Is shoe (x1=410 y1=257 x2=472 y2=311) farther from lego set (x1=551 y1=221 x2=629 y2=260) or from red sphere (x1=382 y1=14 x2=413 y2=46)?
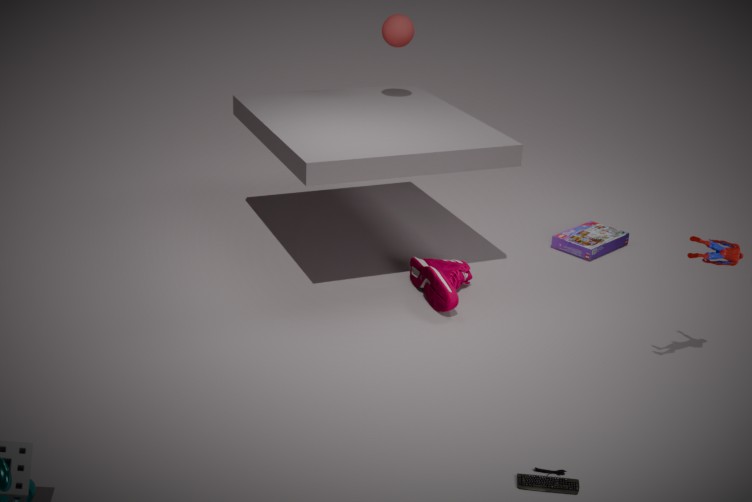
red sphere (x1=382 y1=14 x2=413 y2=46)
